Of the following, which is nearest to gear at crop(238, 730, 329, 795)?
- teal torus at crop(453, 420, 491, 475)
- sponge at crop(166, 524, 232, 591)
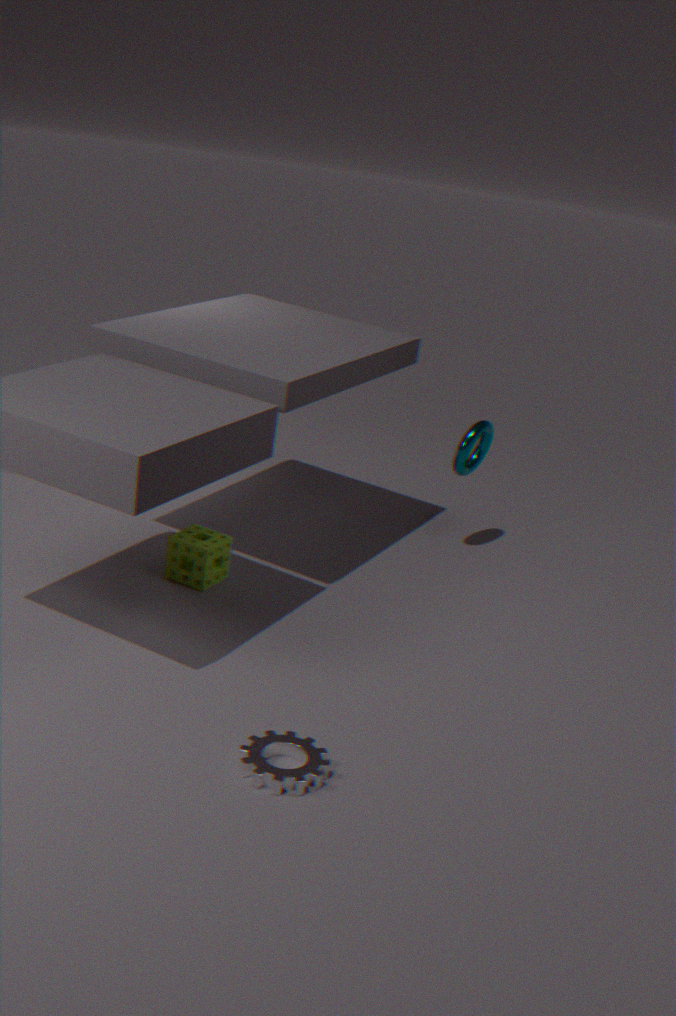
sponge at crop(166, 524, 232, 591)
